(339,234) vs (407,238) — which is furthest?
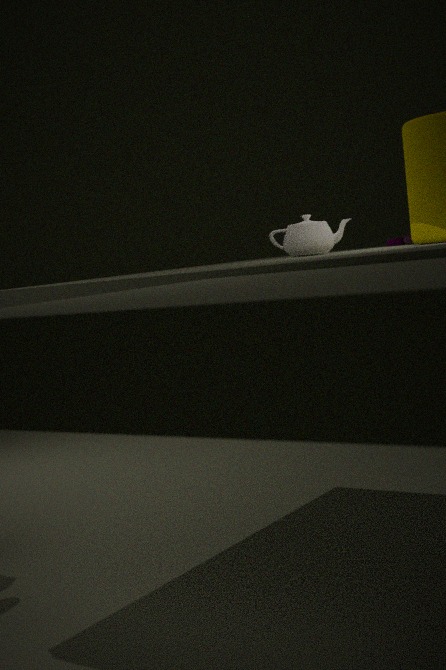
(407,238)
